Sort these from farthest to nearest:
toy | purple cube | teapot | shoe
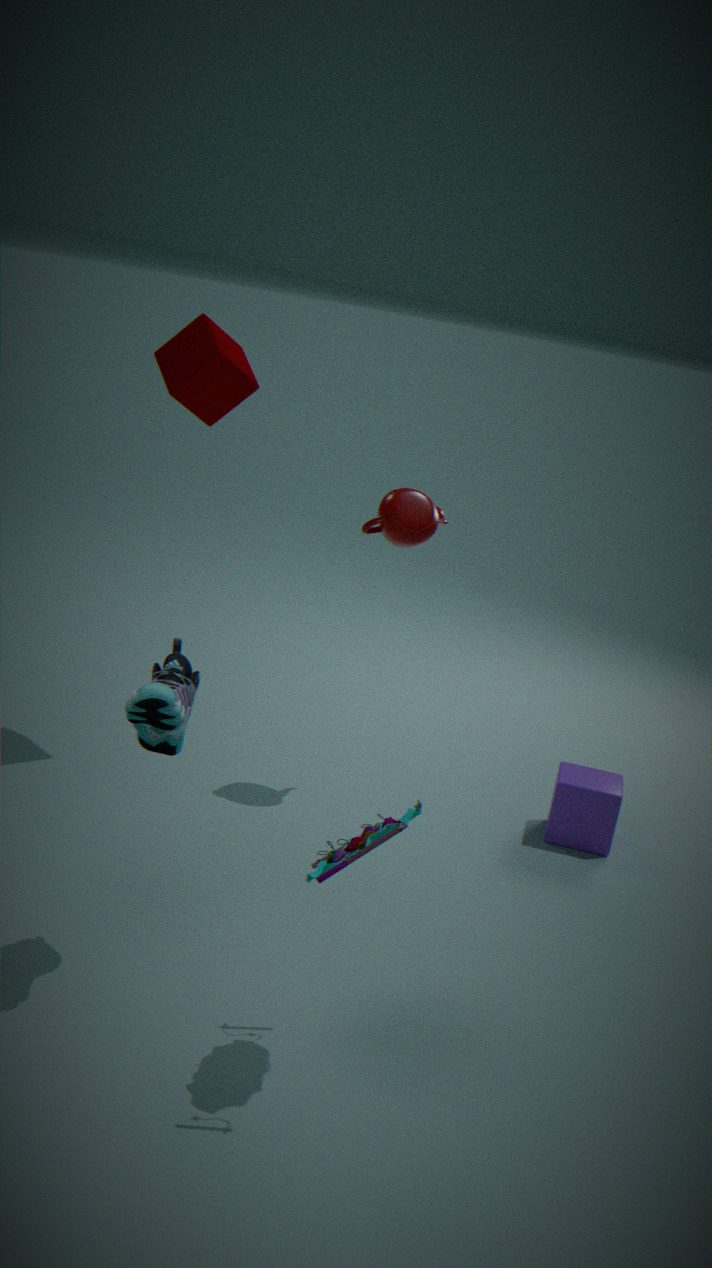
1. purple cube
2. teapot
3. shoe
4. toy
